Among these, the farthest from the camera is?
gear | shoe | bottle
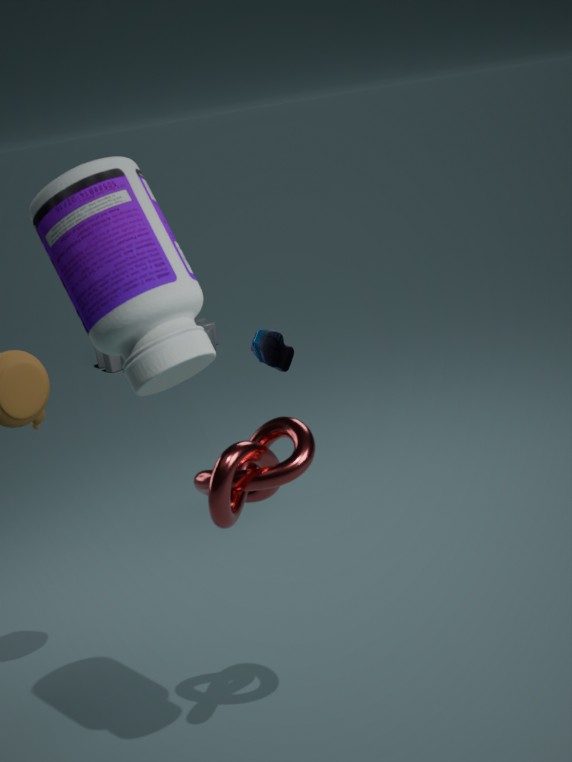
gear
